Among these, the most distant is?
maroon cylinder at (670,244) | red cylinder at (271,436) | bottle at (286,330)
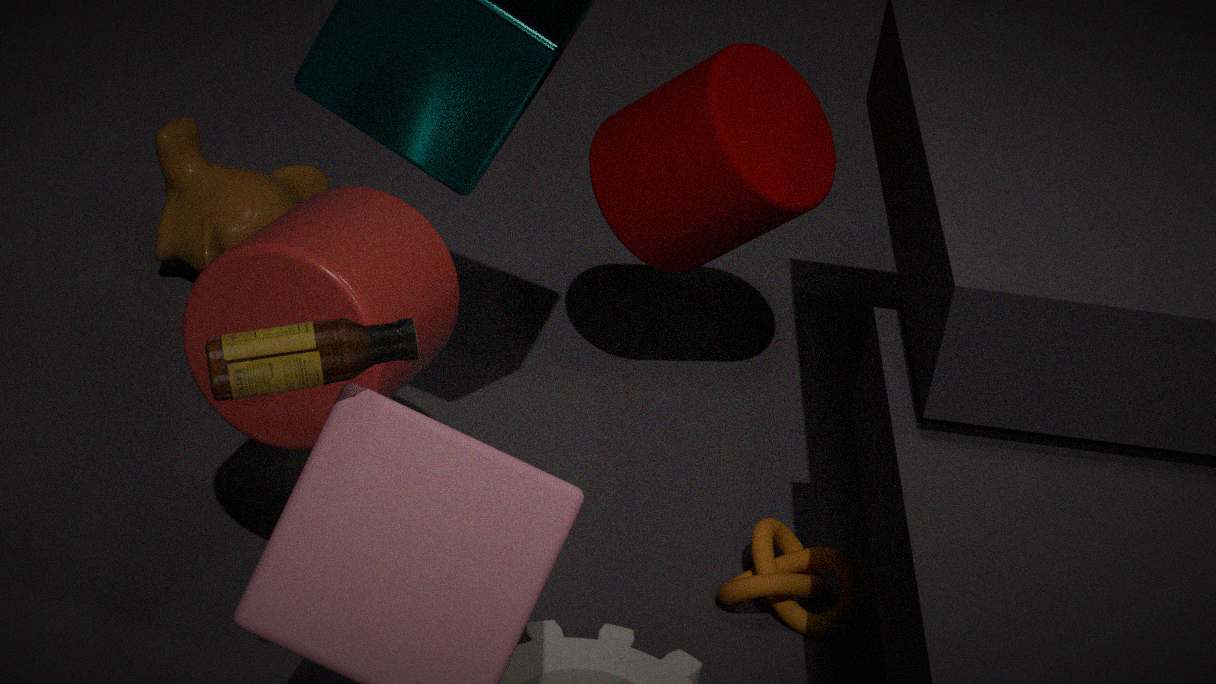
maroon cylinder at (670,244)
